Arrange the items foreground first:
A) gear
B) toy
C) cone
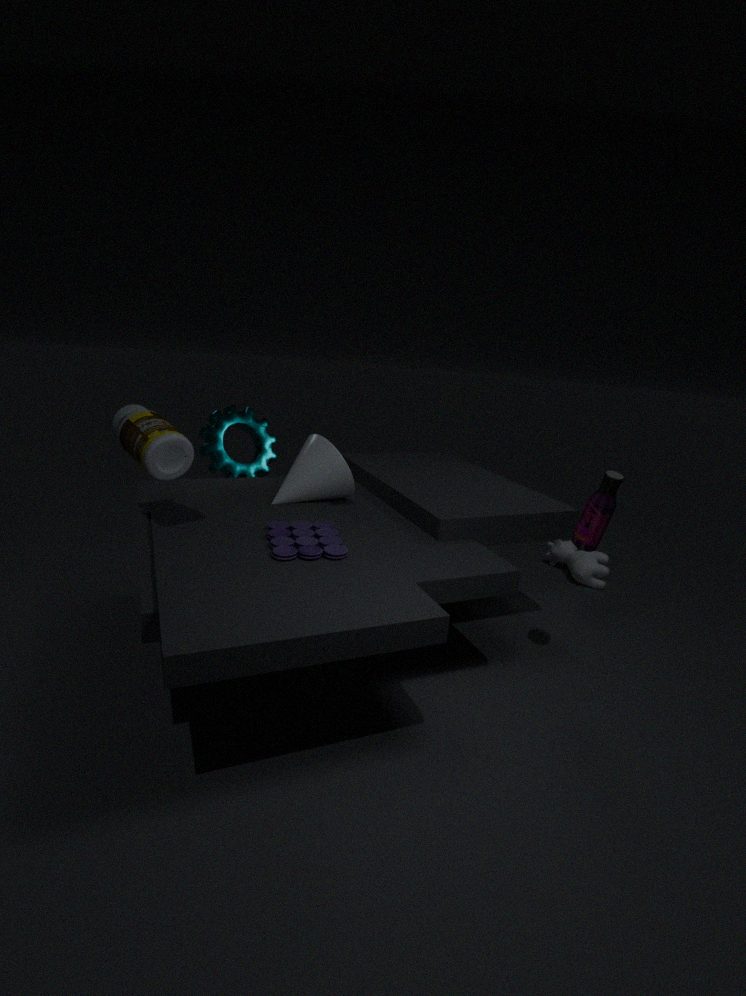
toy < cone < gear
